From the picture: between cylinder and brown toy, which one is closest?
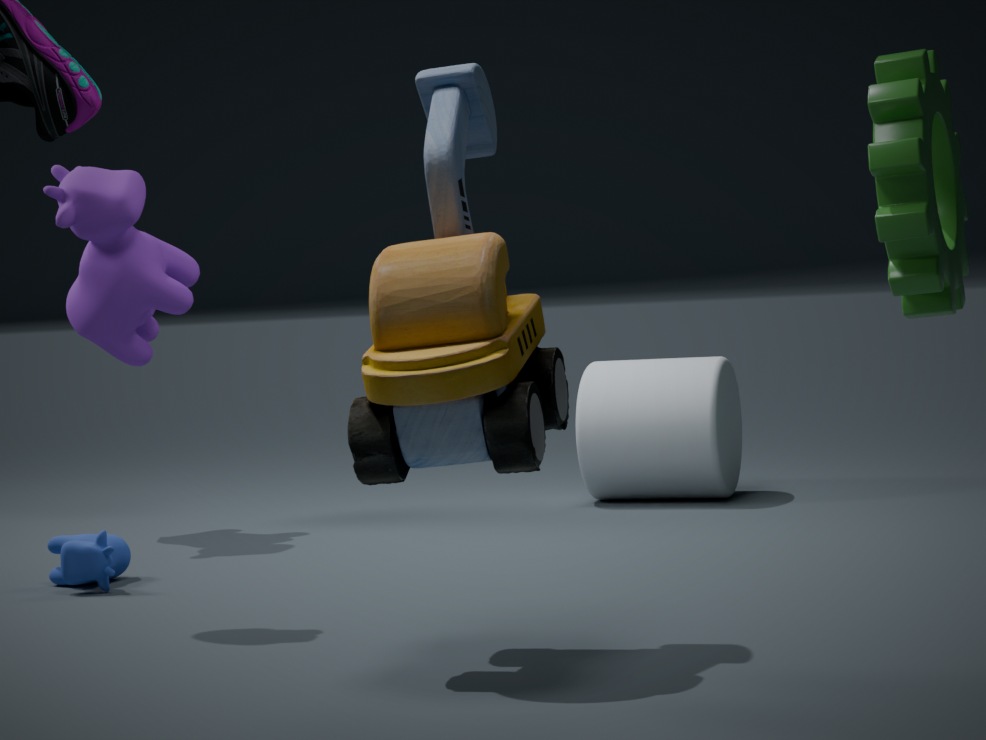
brown toy
